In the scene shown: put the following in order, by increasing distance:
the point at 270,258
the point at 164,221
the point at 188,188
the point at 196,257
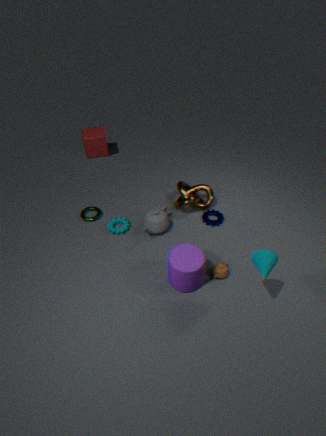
the point at 270,258 < the point at 196,257 < the point at 164,221 < the point at 188,188
